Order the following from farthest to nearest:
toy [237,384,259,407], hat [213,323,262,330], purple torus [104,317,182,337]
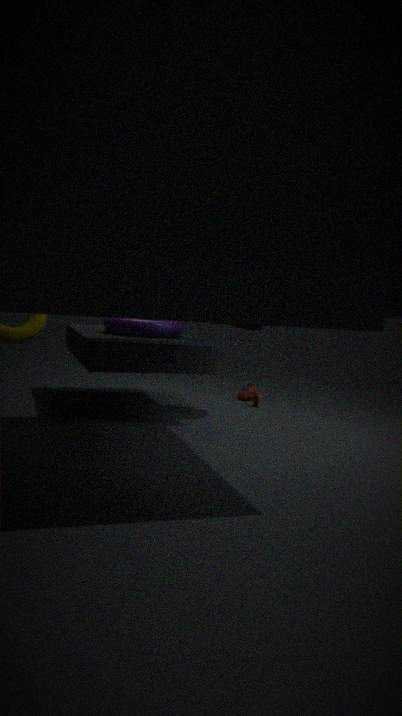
1. toy [237,384,259,407]
2. hat [213,323,262,330]
3. purple torus [104,317,182,337]
